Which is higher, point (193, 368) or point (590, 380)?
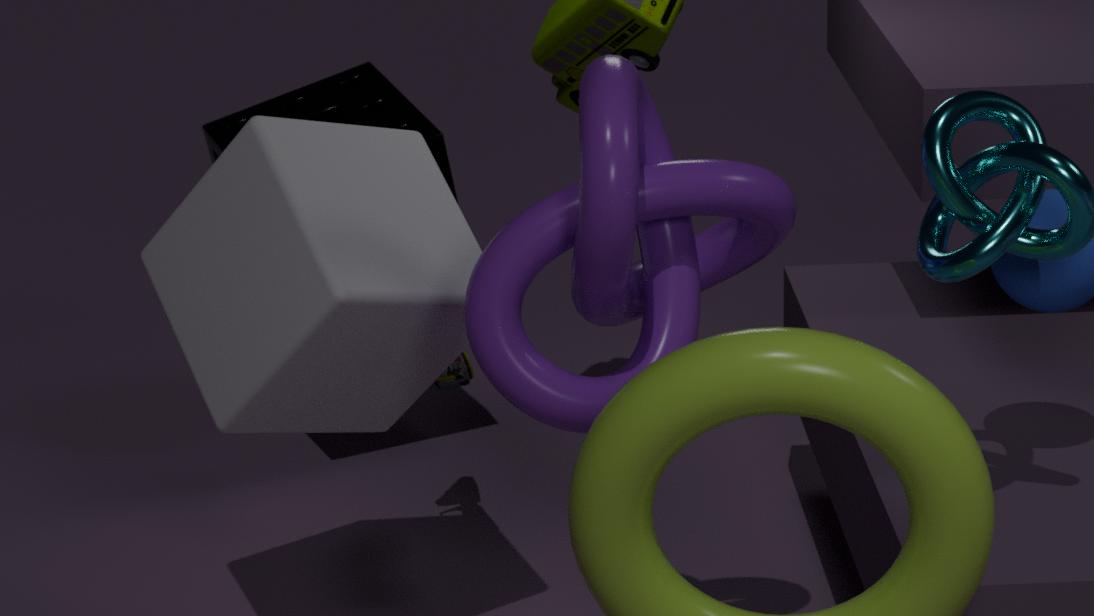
point (590, 380)
